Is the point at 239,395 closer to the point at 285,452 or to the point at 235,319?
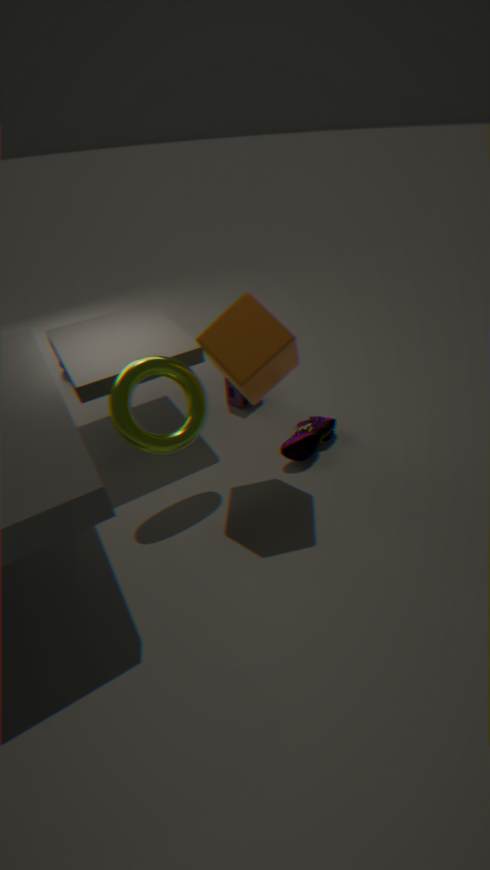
the point at 285,452
